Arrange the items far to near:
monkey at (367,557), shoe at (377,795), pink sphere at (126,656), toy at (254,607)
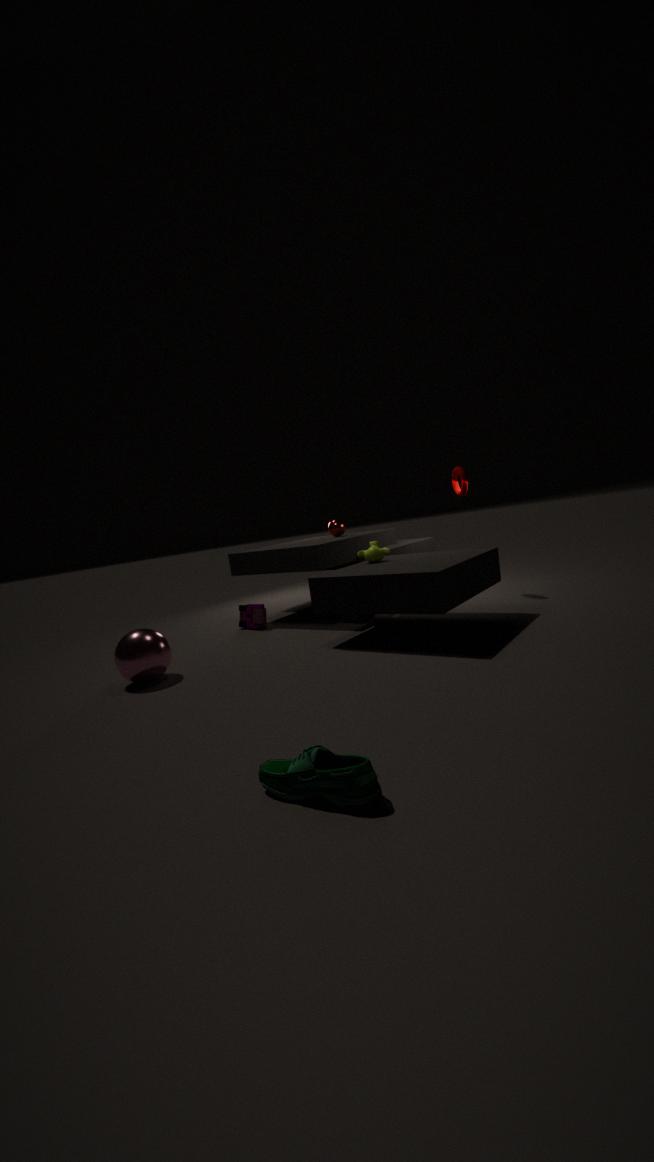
toy at (254,607) → monkey at (367,557) → pink sphere at (126,656) → shoe at (377,795)
